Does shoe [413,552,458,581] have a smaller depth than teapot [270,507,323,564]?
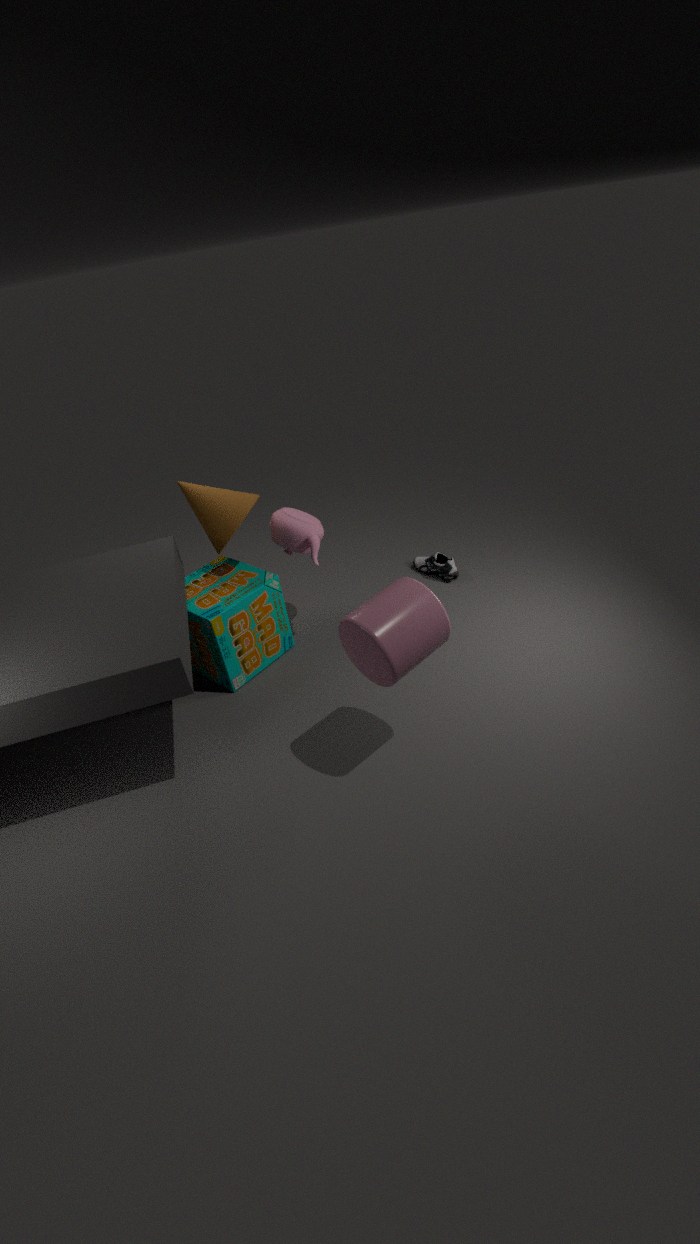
No
